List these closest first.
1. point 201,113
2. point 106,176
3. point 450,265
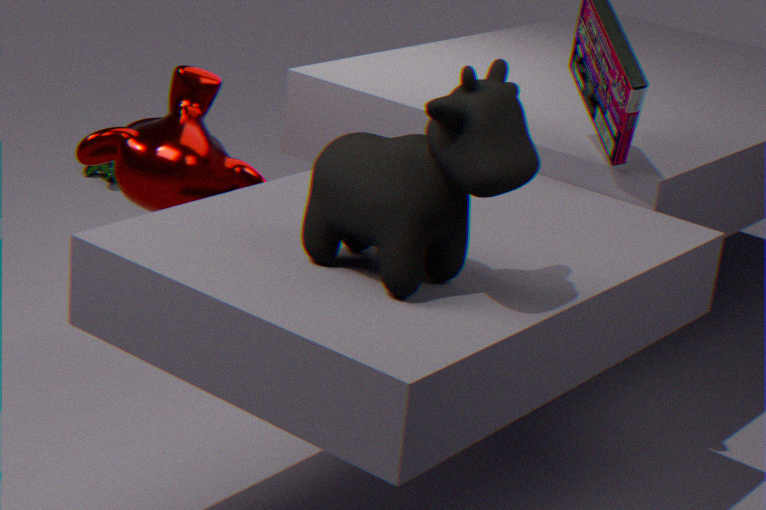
point 450,265 → point 201,113 → point 106,176
